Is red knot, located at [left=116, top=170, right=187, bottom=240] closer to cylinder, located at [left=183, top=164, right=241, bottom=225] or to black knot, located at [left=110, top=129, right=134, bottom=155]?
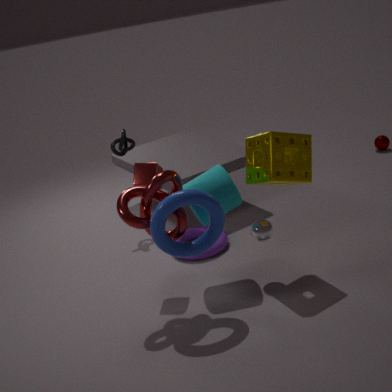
cylinder, located at [left=183, top=164, right=241, bottom=225]
